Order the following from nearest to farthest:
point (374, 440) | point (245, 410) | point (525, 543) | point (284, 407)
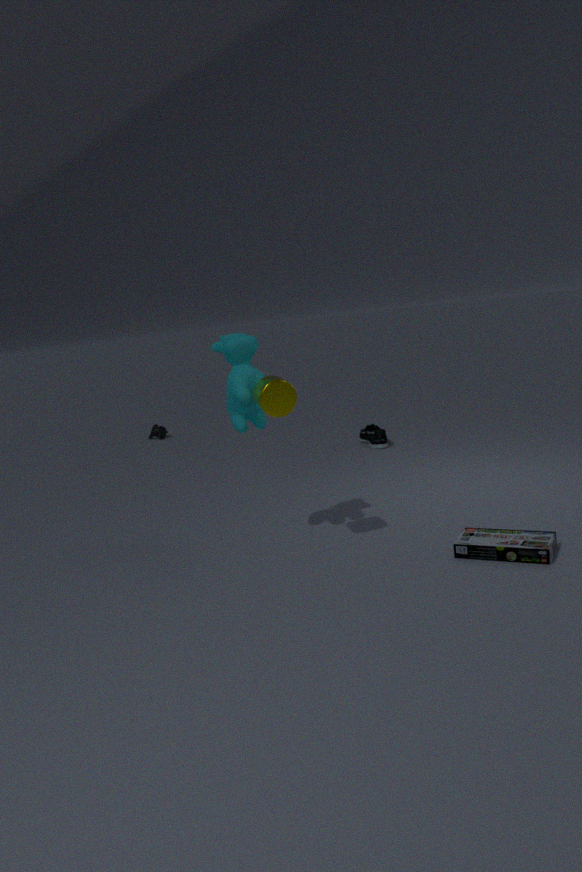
point (525, 543) → point (284, 407) → point (245, 410) → point (374, 440)
